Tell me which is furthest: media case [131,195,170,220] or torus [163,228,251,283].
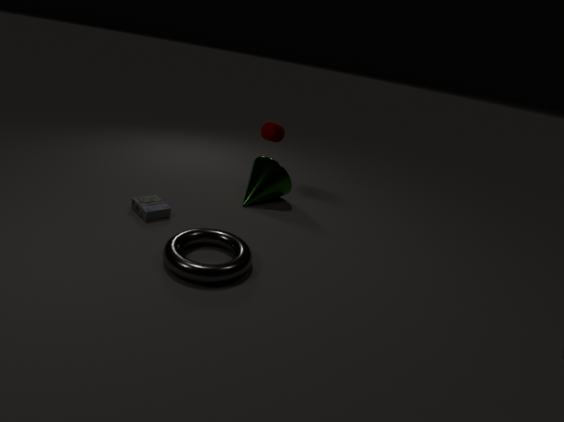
media case [131,195,170,220]
